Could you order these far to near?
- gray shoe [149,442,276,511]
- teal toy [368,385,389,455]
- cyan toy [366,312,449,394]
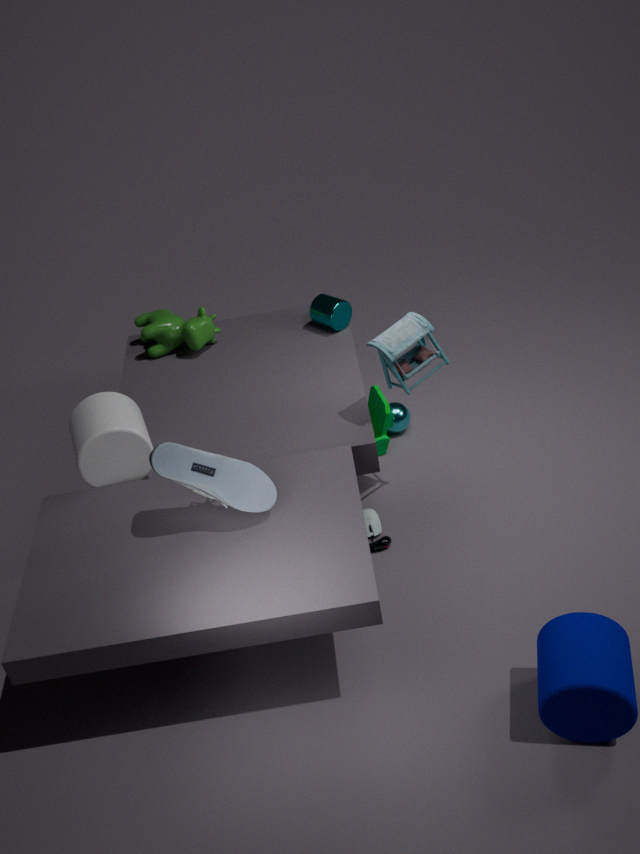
teal toy [368,385,389,455]
cyan toy [366,312,449,394]
gray shoe [149,442,276,511]
